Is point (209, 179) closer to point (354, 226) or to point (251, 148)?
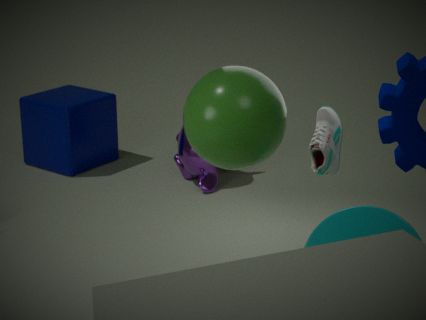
point (251, 148)
